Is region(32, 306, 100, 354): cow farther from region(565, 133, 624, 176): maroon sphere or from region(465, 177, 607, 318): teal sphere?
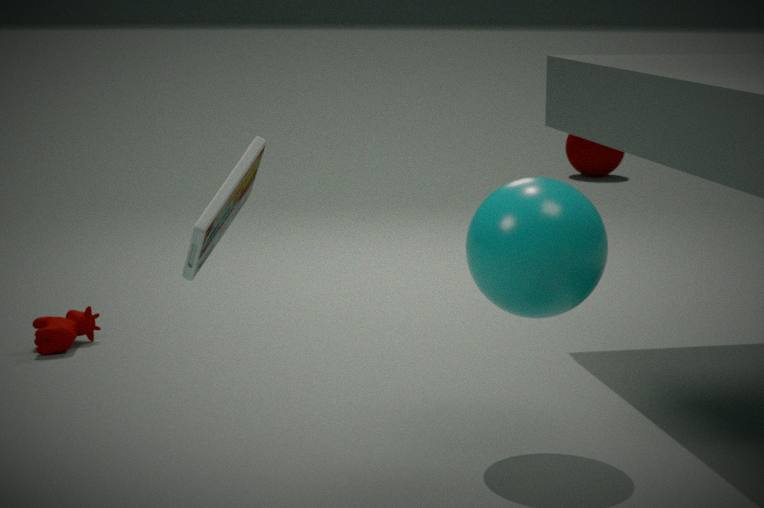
Result: region(565, 133, 624, 176): maroon sphere
